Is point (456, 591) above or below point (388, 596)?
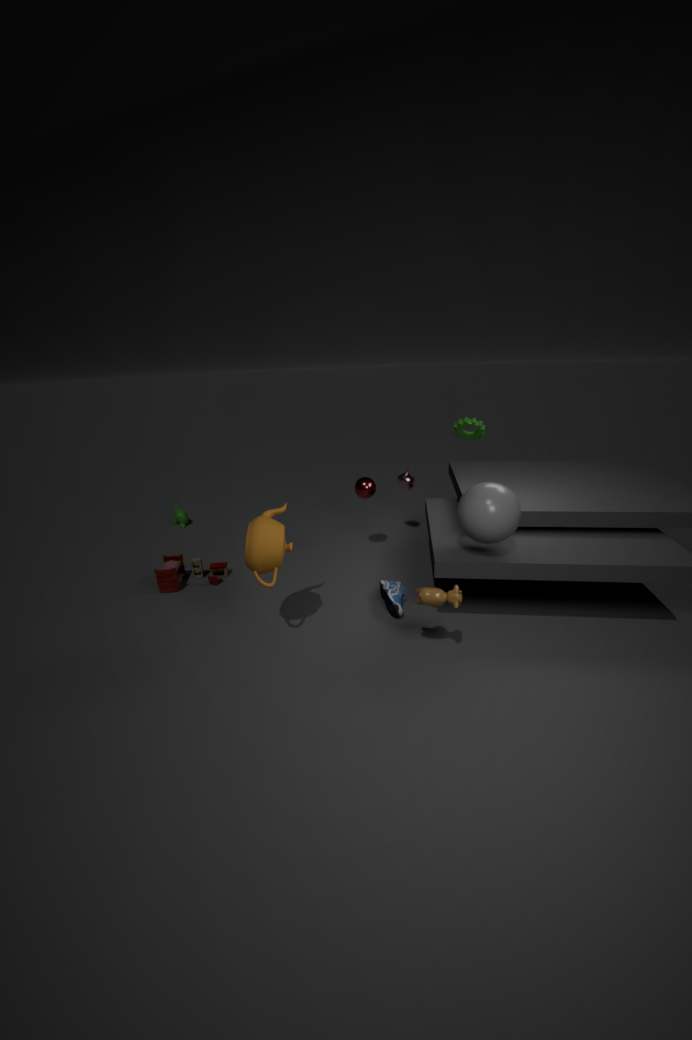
above
